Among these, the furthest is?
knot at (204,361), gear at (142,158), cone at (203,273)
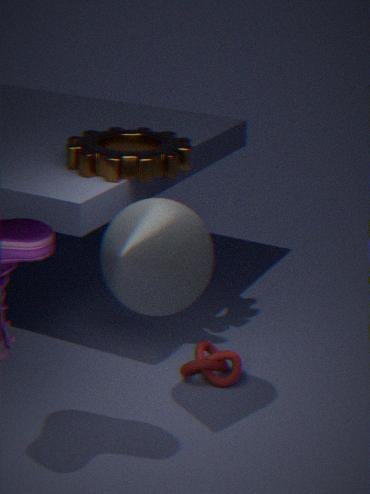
knot at (204,361)
